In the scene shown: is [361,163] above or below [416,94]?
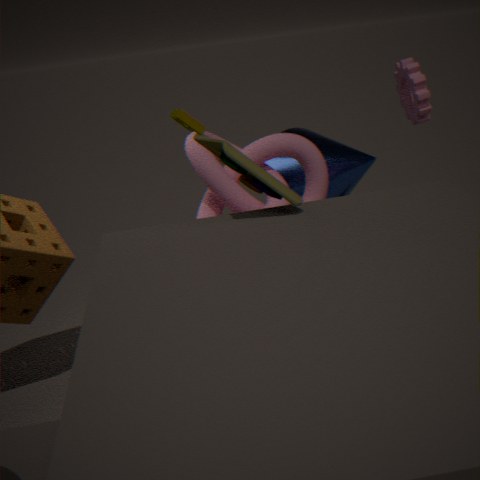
below
